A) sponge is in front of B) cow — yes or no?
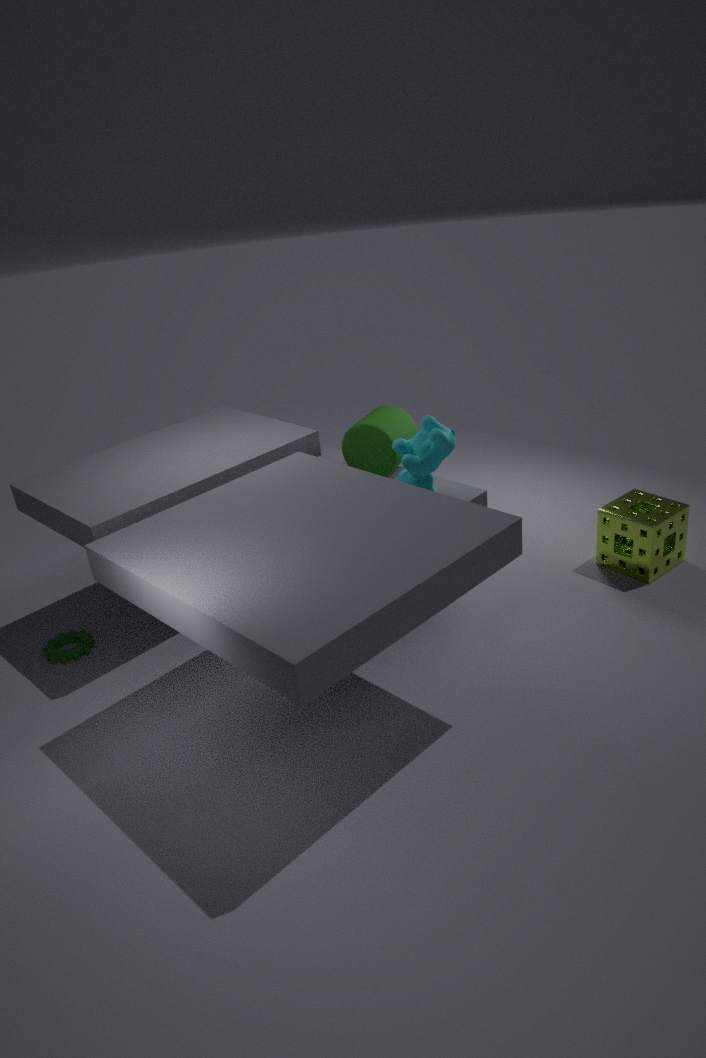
No
